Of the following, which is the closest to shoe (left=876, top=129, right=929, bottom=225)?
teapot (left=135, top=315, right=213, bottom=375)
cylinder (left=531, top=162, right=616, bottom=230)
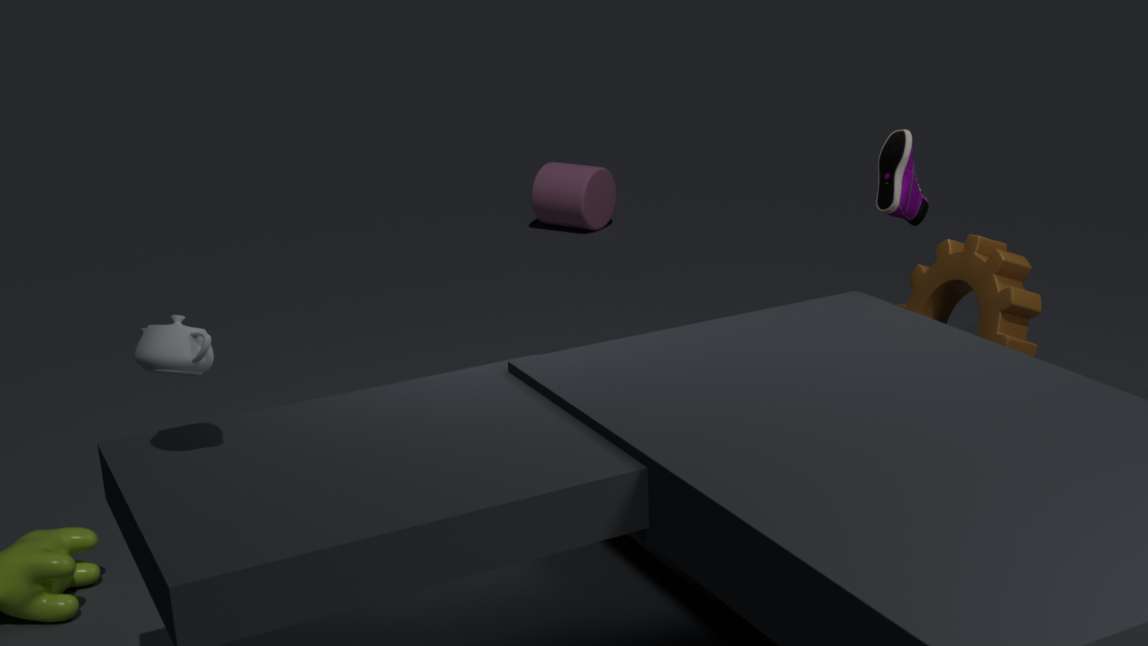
teapot (left=135, top=315, right=213, bottom=375)
